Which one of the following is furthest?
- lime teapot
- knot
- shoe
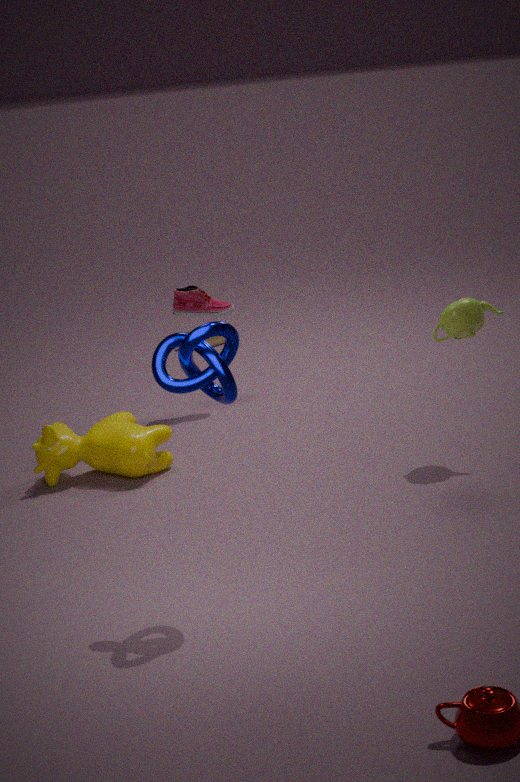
shoe
